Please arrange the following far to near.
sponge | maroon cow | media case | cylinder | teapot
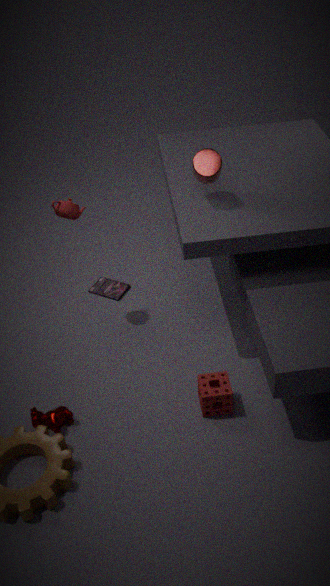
media case → teapot → cylinder → maroon cow → sponge
